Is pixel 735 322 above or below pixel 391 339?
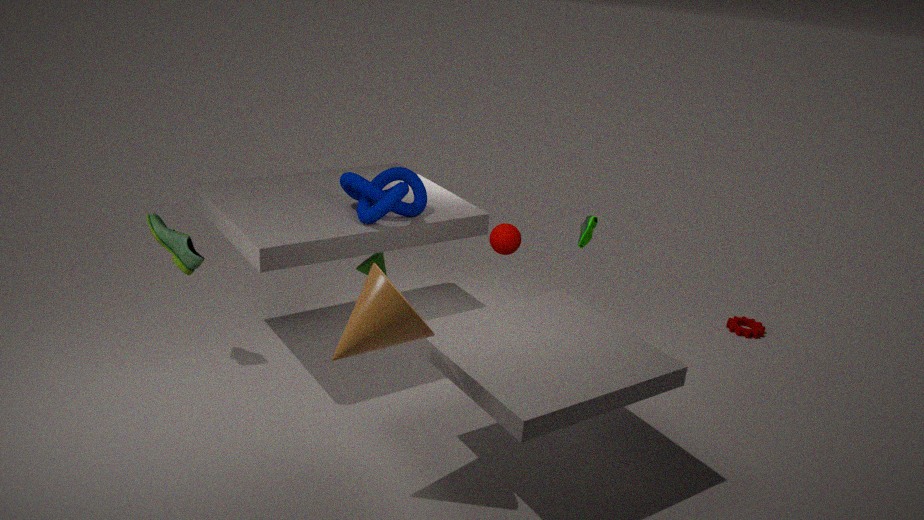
below
